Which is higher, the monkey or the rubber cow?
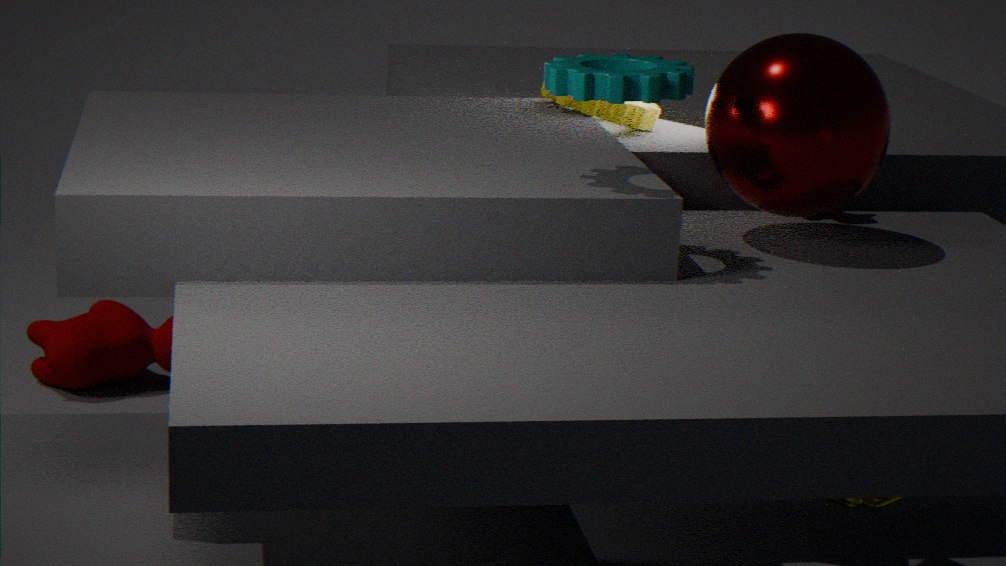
the monkey
